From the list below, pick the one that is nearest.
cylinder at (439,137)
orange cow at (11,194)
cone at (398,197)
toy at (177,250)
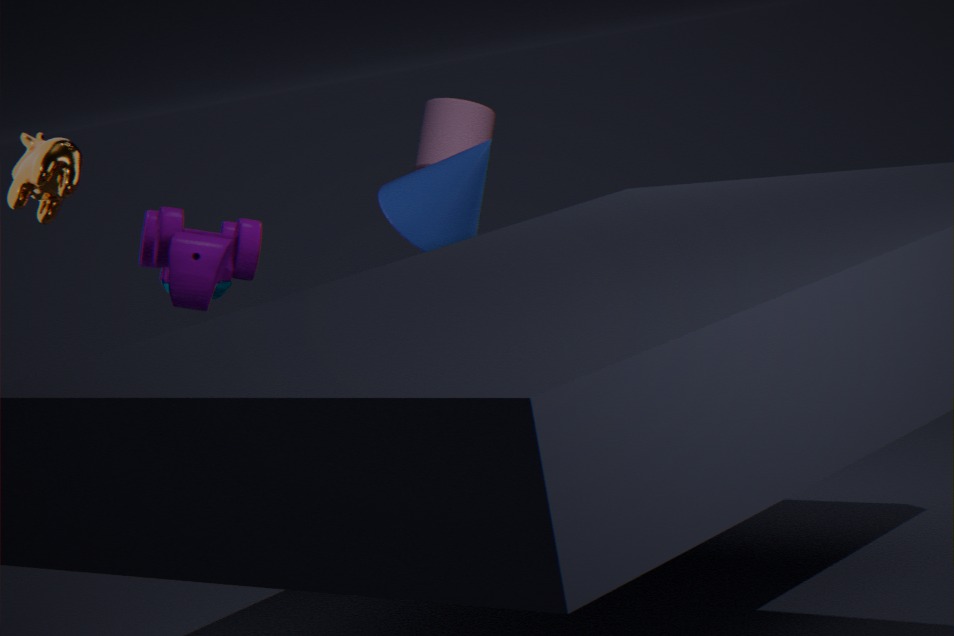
toy at (177,250)
